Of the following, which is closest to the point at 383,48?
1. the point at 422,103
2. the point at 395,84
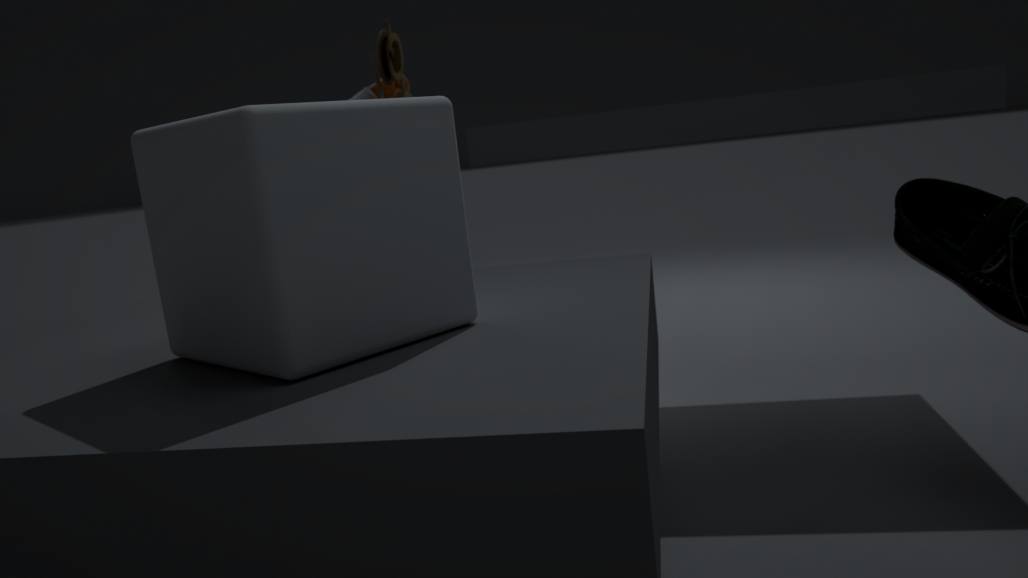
the point at 395,84
